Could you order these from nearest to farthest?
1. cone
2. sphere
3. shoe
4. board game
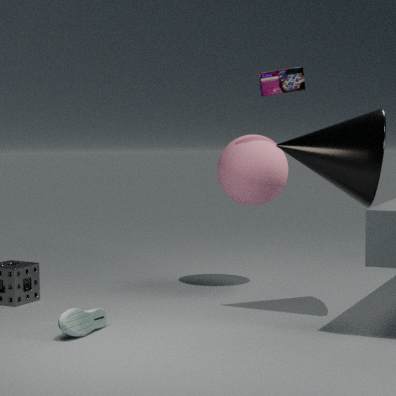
shoe < cone < board game < sphere
